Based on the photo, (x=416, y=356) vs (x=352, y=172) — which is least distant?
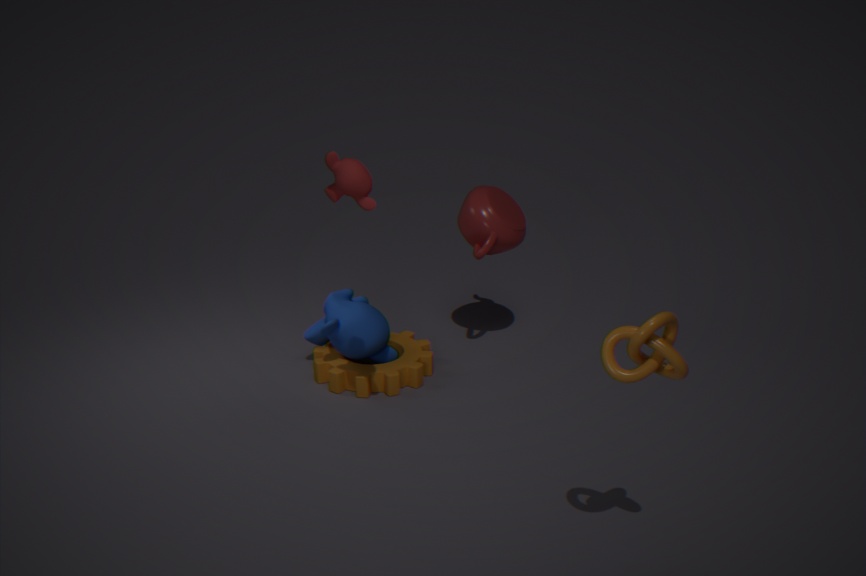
(x=352, y=172)
